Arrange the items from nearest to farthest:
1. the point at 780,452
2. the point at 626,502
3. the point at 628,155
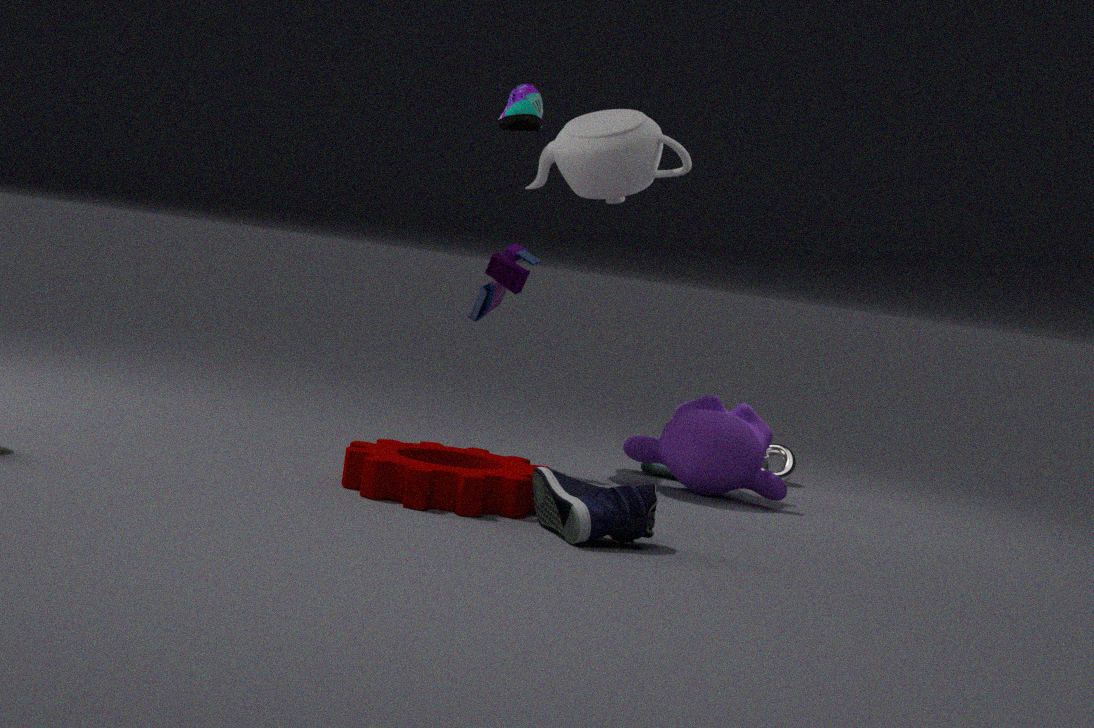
the point at 626,502 → the point at 628,155 → the point at 780,452
